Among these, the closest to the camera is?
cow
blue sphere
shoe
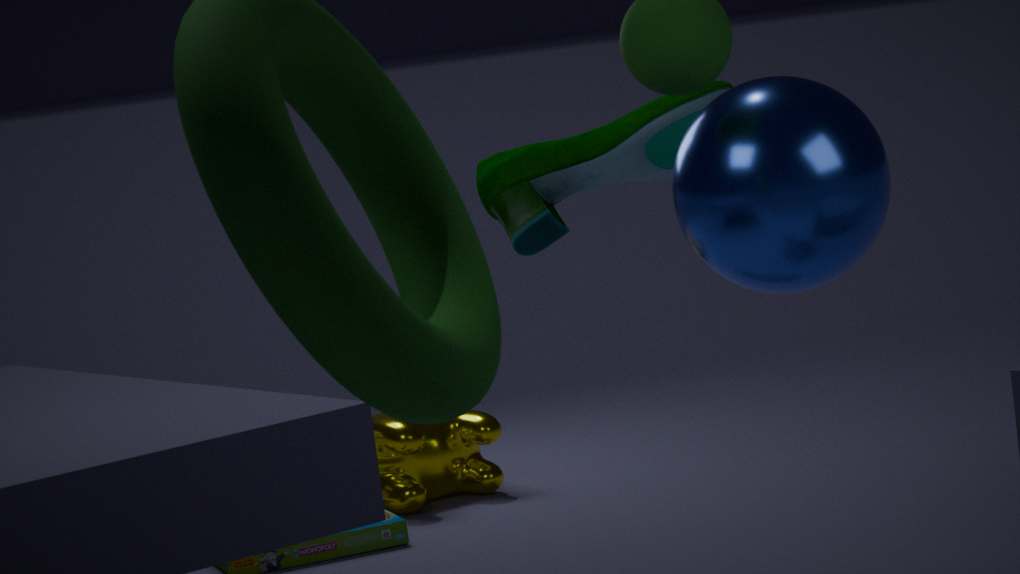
blue sphere
